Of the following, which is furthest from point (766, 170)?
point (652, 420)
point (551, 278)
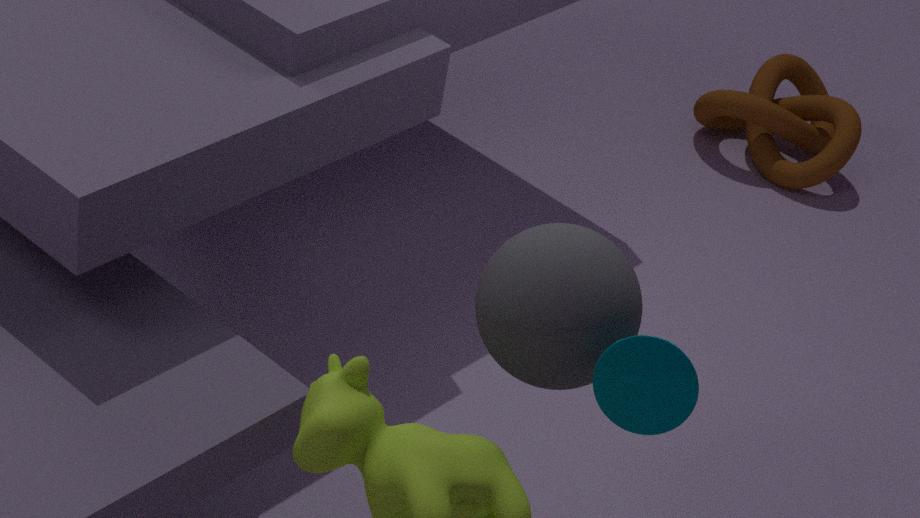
point (652, 420)
